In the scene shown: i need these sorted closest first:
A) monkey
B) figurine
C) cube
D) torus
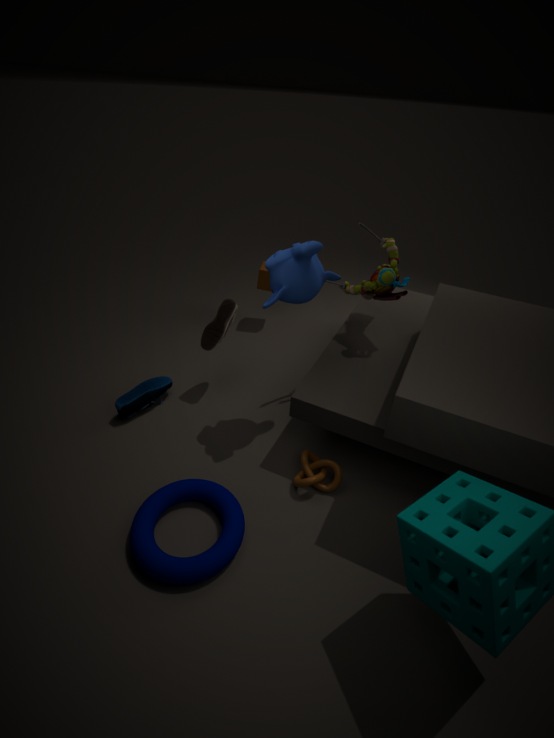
torus, monkey, figurine, cube
